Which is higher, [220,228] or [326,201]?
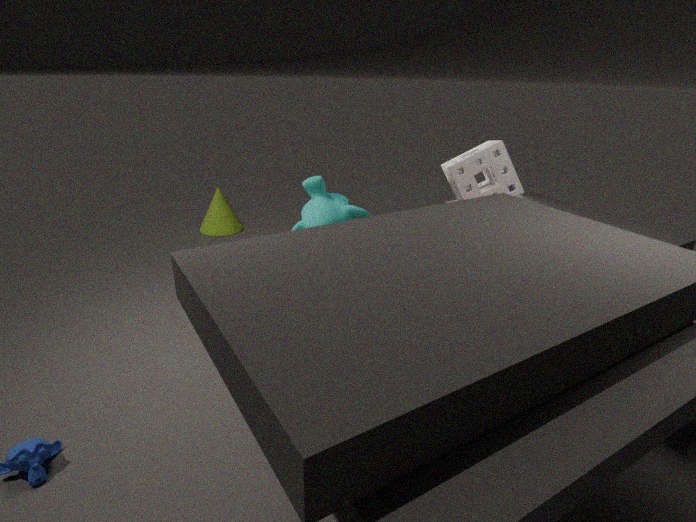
[326,201]
